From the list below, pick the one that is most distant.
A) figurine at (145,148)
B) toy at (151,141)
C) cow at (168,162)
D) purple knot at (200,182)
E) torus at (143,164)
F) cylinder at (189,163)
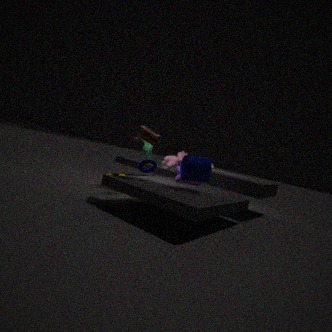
cow at (168,162)
